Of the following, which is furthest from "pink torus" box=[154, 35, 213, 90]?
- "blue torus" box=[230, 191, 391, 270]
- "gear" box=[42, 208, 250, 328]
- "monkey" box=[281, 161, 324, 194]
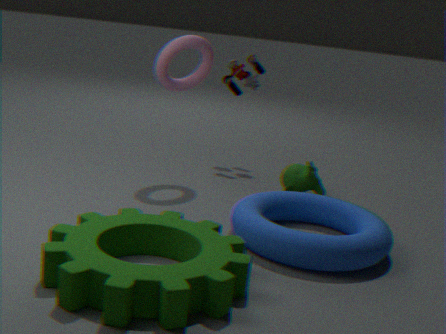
"gear" box=[42, 208, 250, 328]
